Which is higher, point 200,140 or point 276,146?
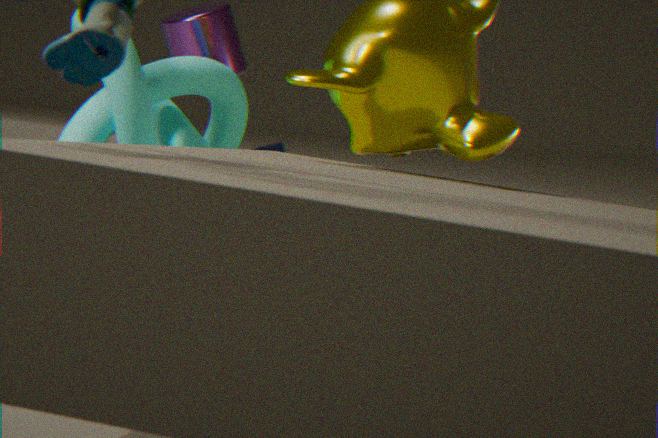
point 200,140
